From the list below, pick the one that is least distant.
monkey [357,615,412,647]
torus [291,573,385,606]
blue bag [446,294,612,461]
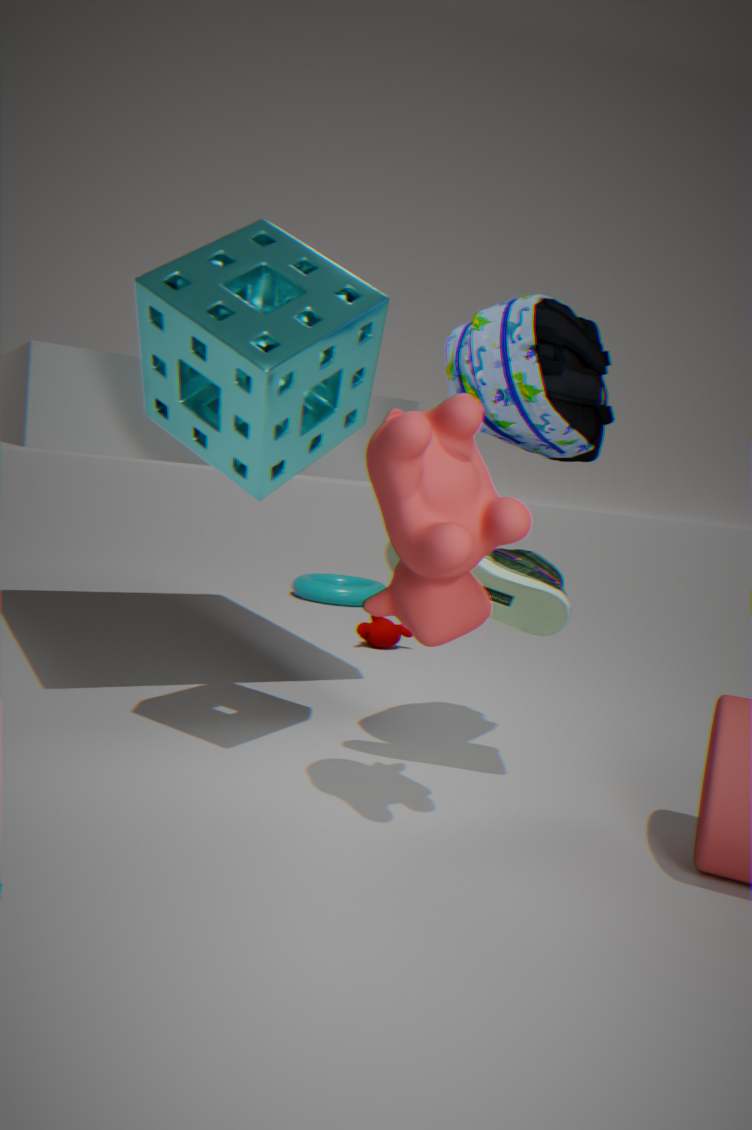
blue bag [446,294,612,461]
